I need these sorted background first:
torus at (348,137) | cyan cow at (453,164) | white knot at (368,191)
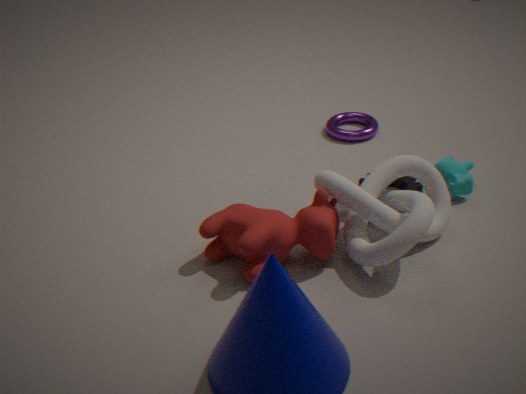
torus at (348,137) → cyan cow at (453,164) → white knot at (368,191)
